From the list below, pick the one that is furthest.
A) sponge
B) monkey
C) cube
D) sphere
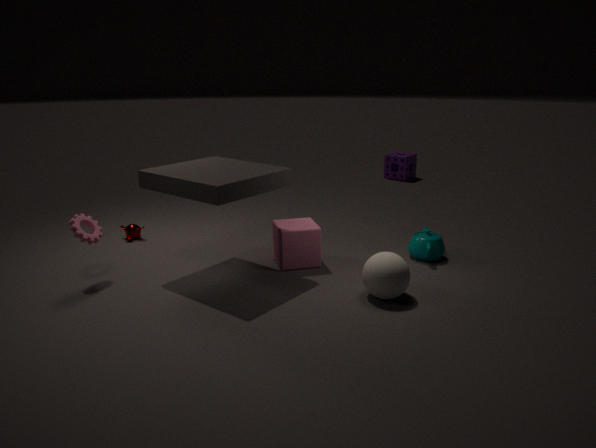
sponge
